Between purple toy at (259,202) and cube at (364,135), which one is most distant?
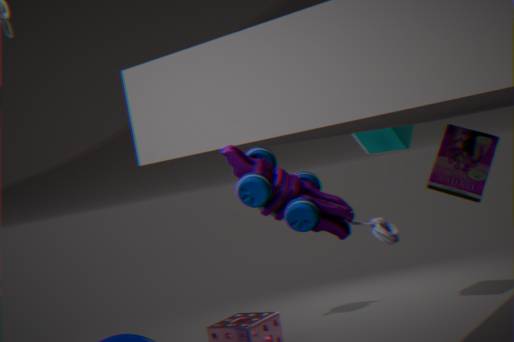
cube at (364,135)
